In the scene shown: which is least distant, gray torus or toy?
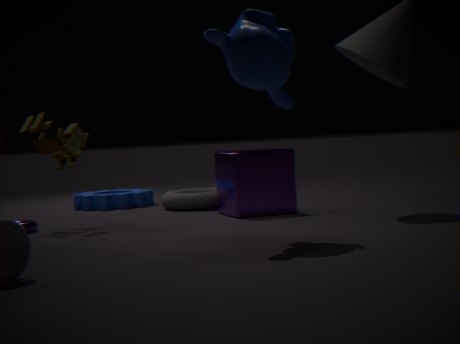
toy
